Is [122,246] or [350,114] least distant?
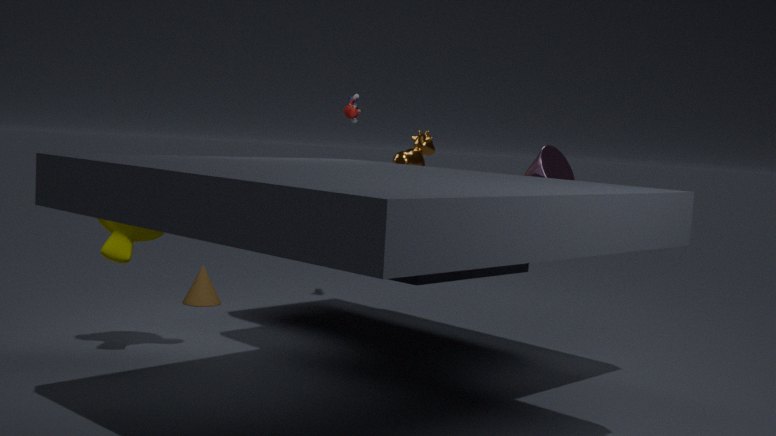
[122,246]
